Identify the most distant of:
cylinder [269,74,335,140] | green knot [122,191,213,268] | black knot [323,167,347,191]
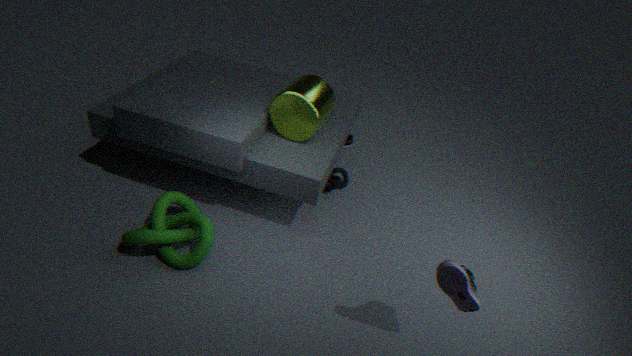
black knot [323,167,347,191]
